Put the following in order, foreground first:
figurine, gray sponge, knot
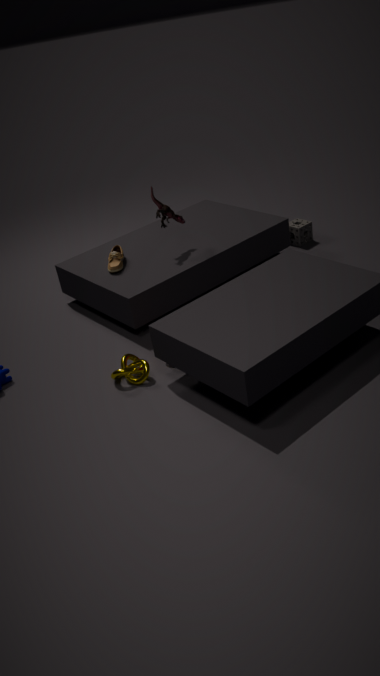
knot, figurine, gray sponge
